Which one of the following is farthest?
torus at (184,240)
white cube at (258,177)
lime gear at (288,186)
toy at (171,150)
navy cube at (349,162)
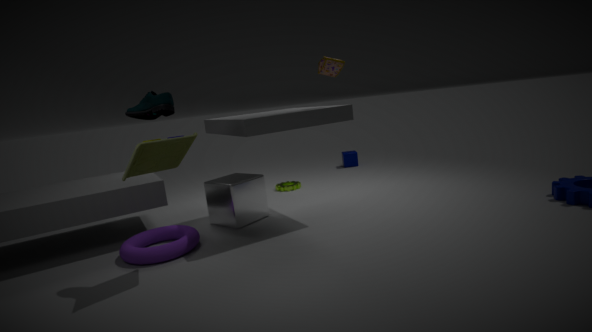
navy cube at (349,162)
